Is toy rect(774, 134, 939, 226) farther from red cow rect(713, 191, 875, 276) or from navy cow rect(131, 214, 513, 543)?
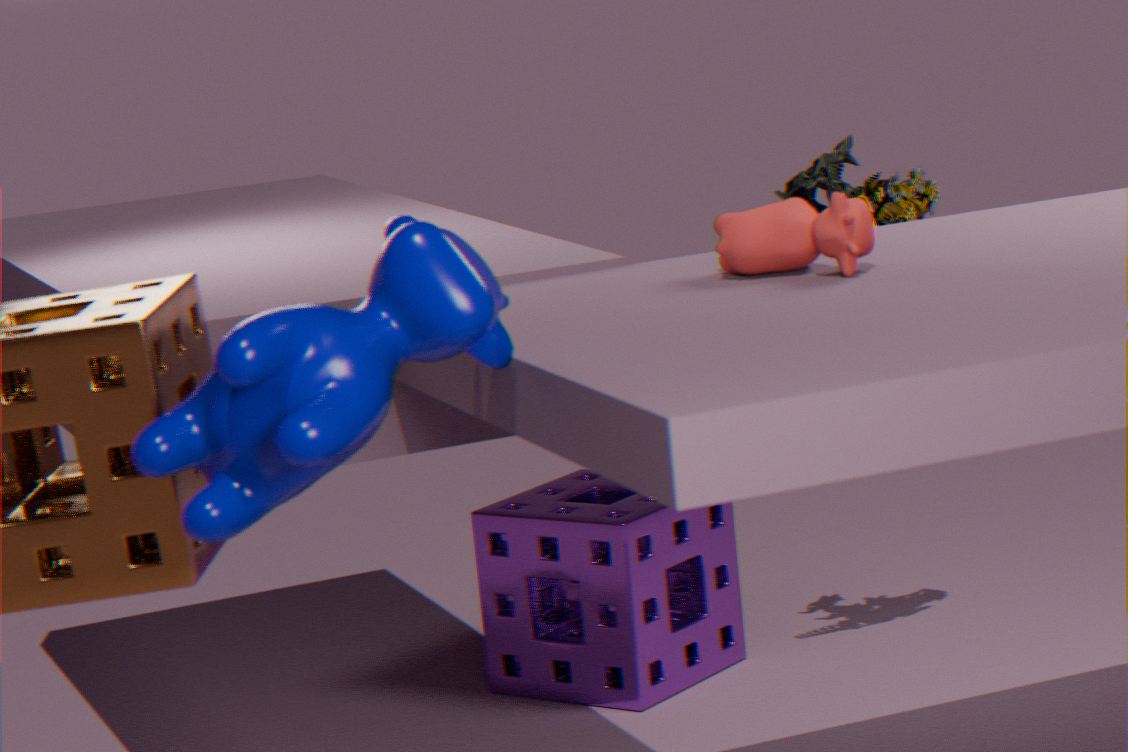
navy cow rect(131, 214, 513, 543)
